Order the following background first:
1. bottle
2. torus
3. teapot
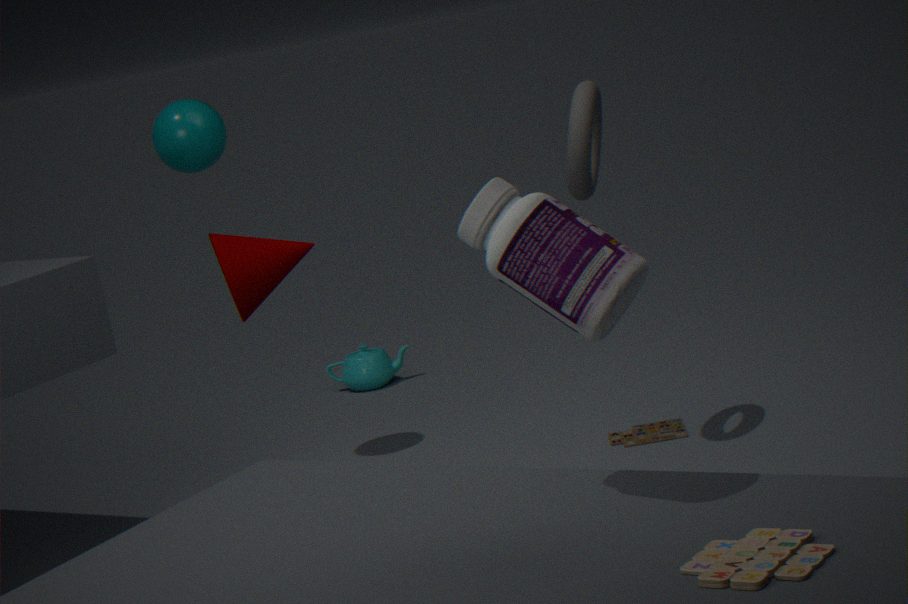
teapot
torus
bottle
